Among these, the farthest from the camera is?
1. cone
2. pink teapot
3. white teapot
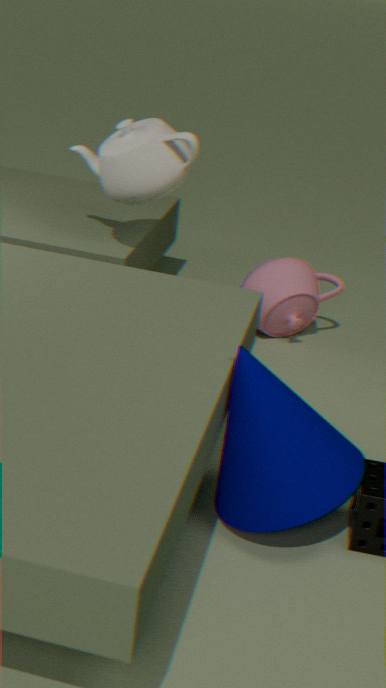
pink teapot
